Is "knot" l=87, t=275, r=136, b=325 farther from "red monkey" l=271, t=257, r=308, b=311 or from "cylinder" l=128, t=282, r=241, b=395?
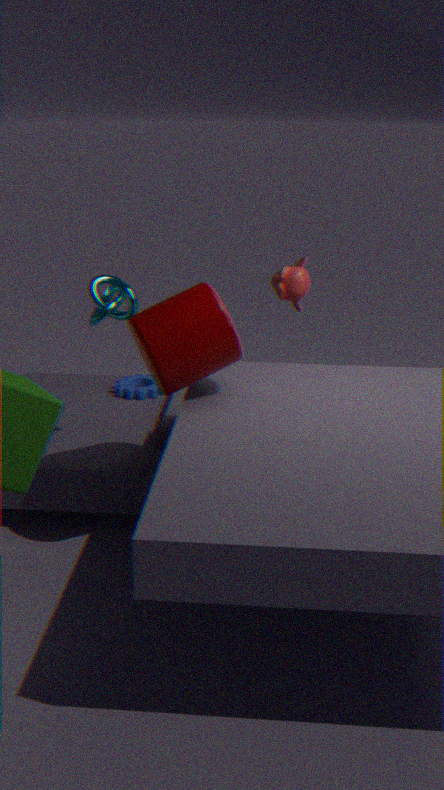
"red monkey" l=271, t=257, r=308, b=311
